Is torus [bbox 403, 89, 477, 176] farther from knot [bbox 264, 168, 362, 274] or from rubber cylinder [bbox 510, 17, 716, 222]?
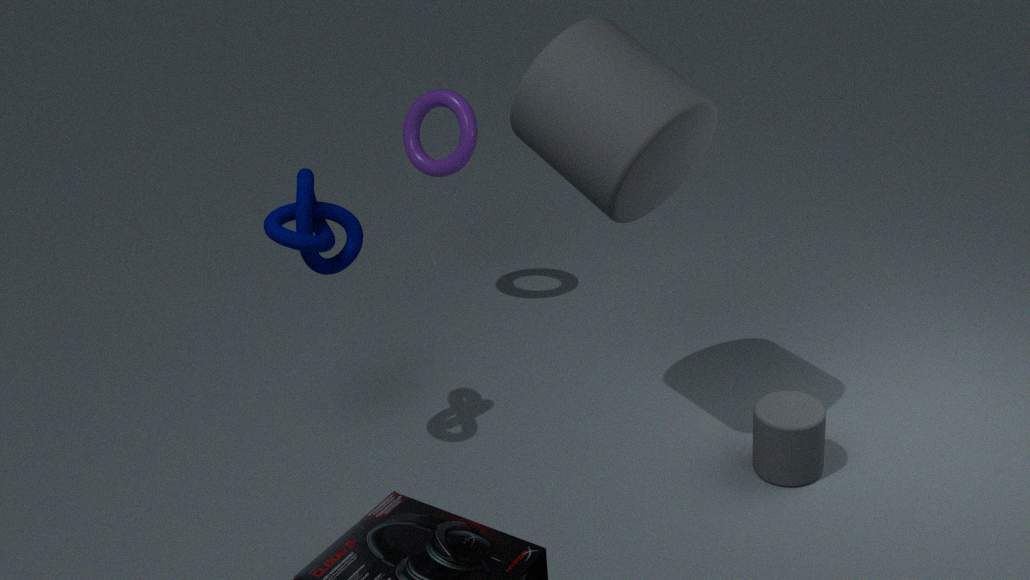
knot [bbox 264, 168, 362, 274]
